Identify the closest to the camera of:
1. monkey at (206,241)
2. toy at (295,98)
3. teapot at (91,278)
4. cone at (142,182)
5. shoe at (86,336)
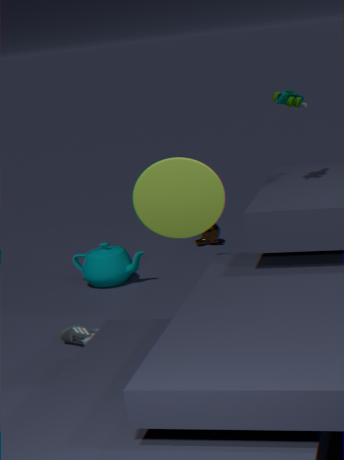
cone at (142,182)
